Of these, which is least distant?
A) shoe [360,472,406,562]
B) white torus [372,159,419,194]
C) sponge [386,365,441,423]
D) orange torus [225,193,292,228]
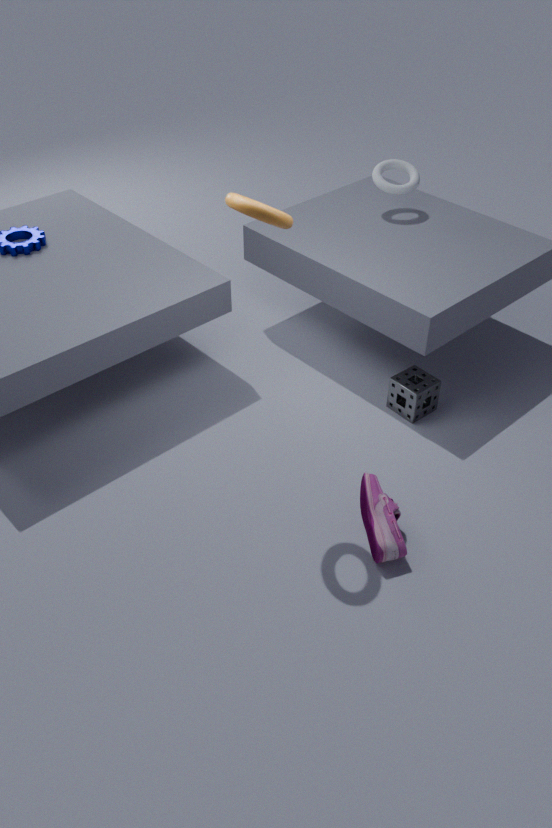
orange torus [225,193,292,228]
